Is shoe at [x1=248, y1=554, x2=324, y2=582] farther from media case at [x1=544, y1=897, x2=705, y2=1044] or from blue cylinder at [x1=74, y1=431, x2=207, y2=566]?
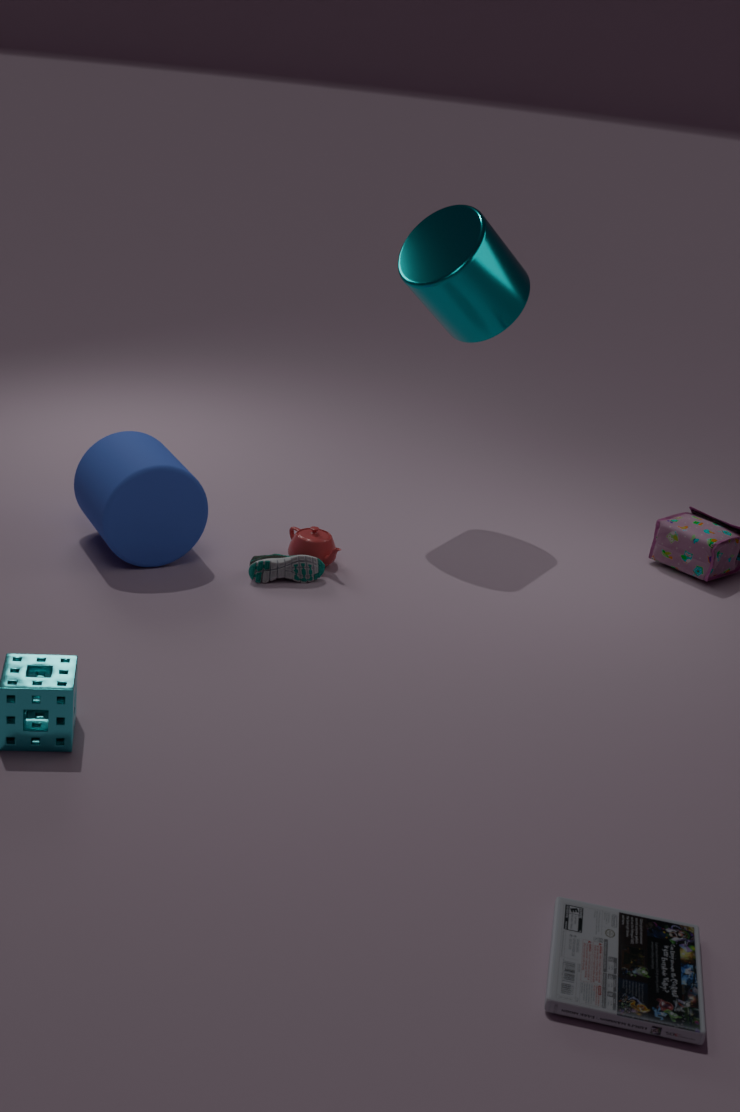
media case at [x1=544, y1=897, x2=705, y2=1044]
